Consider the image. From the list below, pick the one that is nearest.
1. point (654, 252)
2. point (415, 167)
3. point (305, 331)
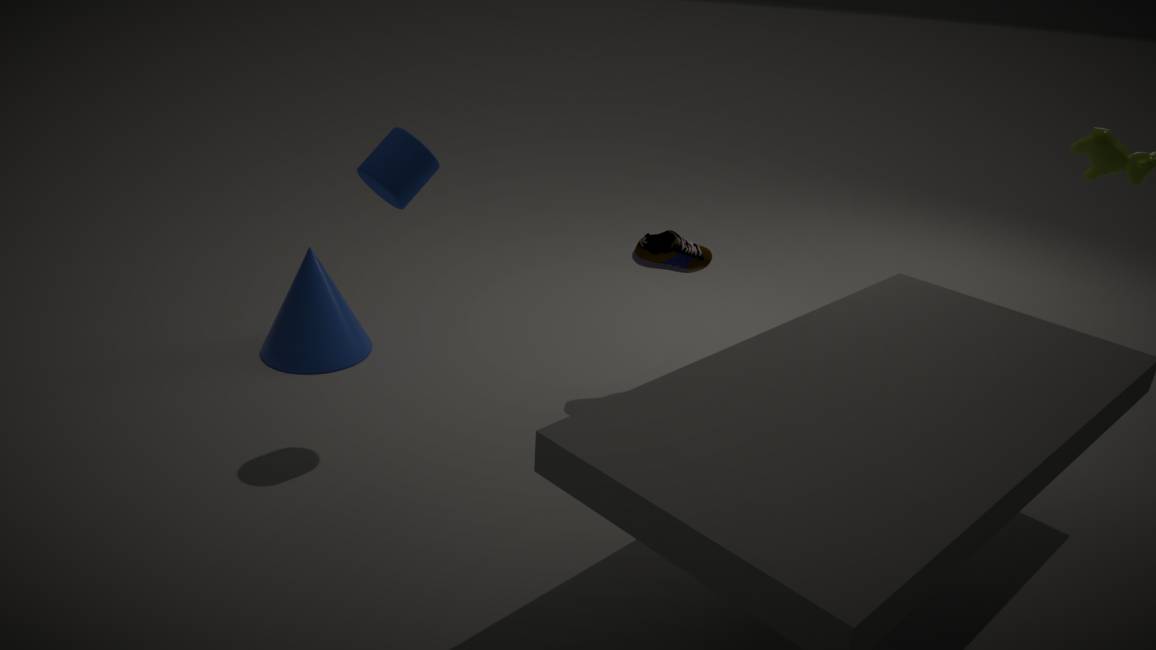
point (415, 167)
